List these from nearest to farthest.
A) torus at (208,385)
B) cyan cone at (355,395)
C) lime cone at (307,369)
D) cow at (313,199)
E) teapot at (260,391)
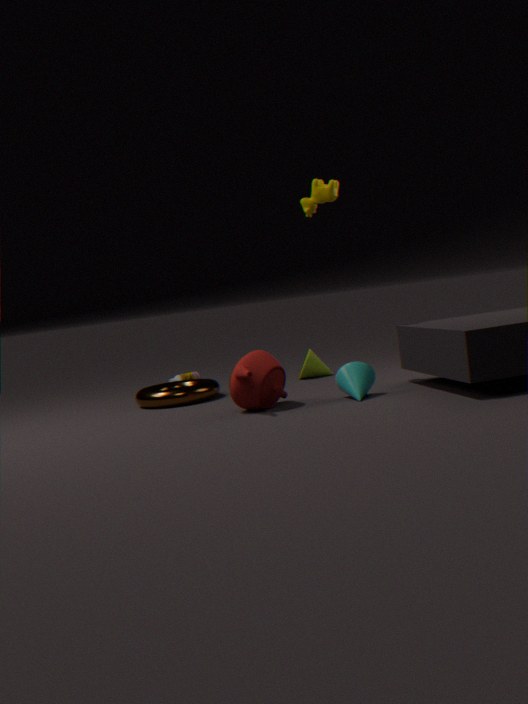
E. teapot at (260,391) → B. cyan cone at (355,395) → D. cow at (313,199) → A. torus at (208,385) → C. lime cone at (307,369)
